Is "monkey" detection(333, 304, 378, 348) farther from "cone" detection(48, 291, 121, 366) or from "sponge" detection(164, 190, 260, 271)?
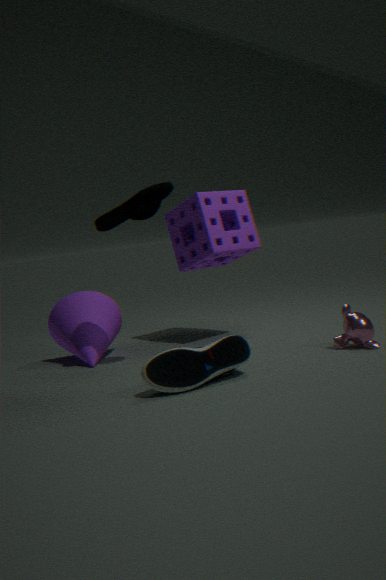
"cone" detection(48, 291, 121, 366)
